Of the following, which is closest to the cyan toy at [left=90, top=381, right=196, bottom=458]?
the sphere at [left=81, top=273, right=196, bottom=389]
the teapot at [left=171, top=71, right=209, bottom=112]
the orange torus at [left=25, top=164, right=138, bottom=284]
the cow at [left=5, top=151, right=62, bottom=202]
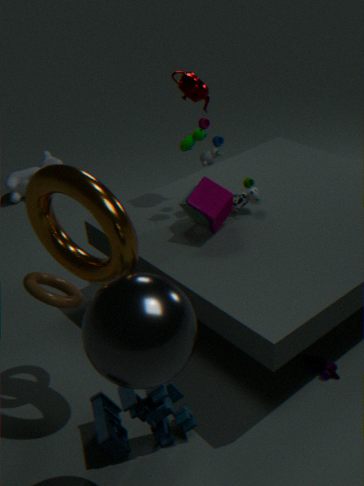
the sphere at [left=81, top=273, right=196, bottom=389]
